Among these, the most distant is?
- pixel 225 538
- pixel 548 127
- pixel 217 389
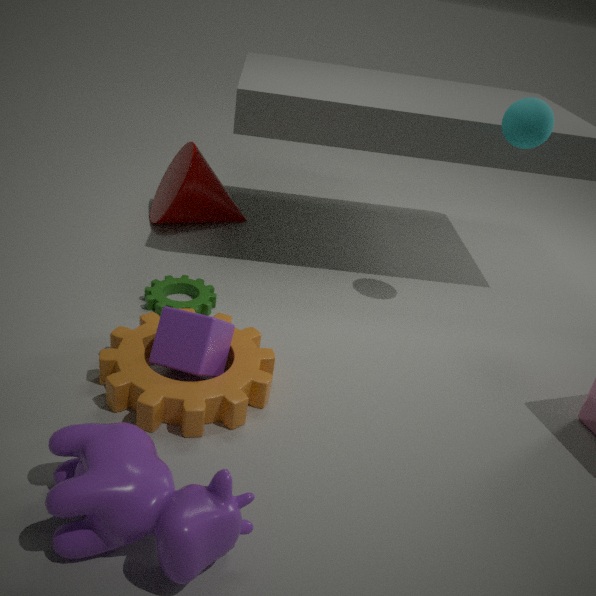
pixel 548 127
